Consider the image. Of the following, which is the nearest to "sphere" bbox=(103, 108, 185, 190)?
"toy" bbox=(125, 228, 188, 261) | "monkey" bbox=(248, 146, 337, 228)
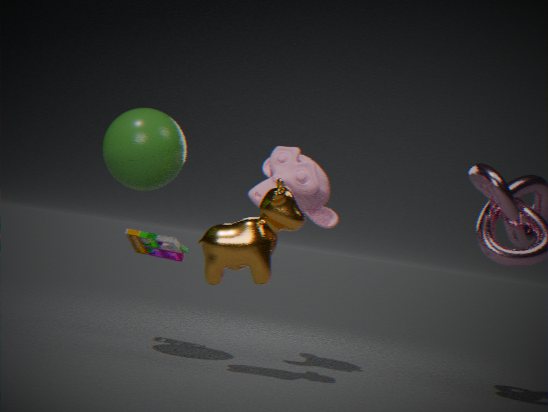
"toy" bbox=(125, 228, 188, 261)
